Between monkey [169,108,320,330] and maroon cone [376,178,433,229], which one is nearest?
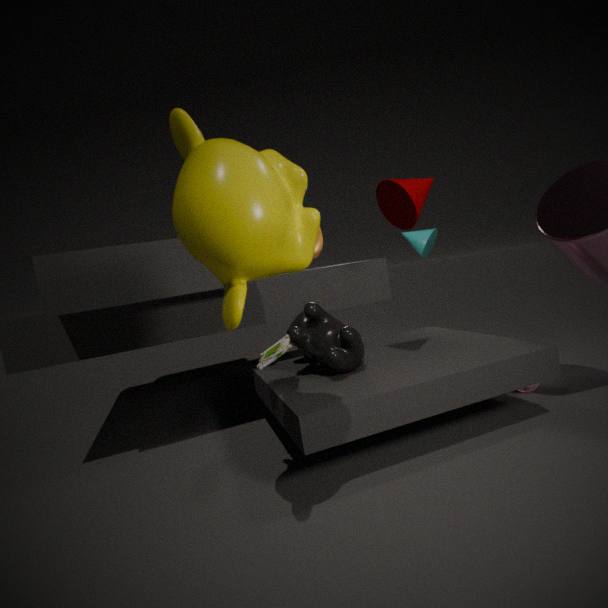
monkey [169,108,320,330]
